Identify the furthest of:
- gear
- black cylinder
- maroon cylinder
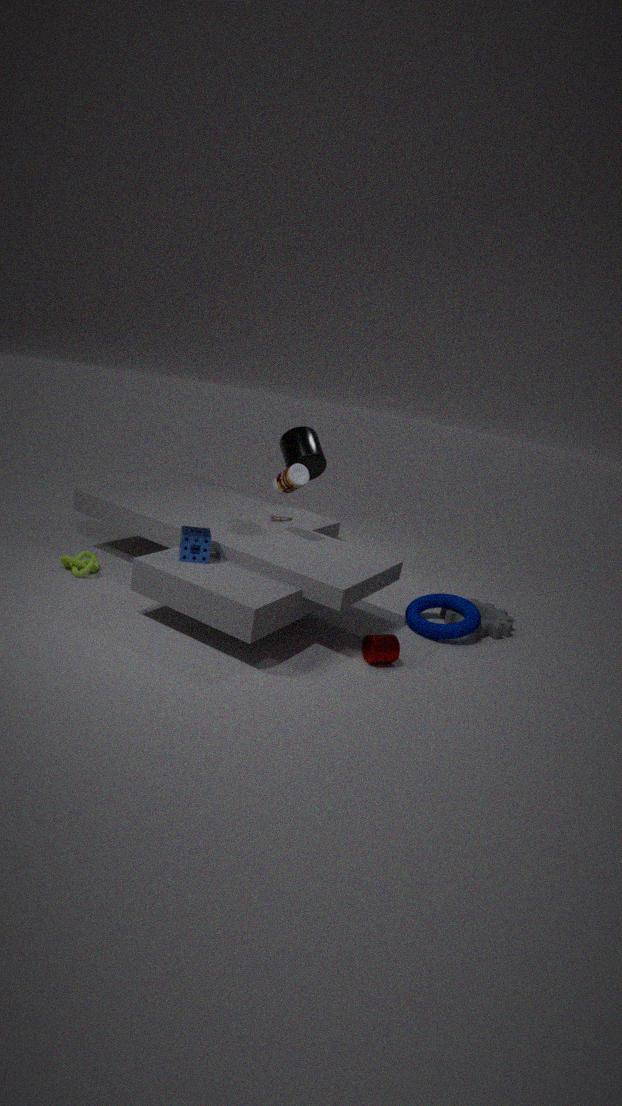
black cylinder
